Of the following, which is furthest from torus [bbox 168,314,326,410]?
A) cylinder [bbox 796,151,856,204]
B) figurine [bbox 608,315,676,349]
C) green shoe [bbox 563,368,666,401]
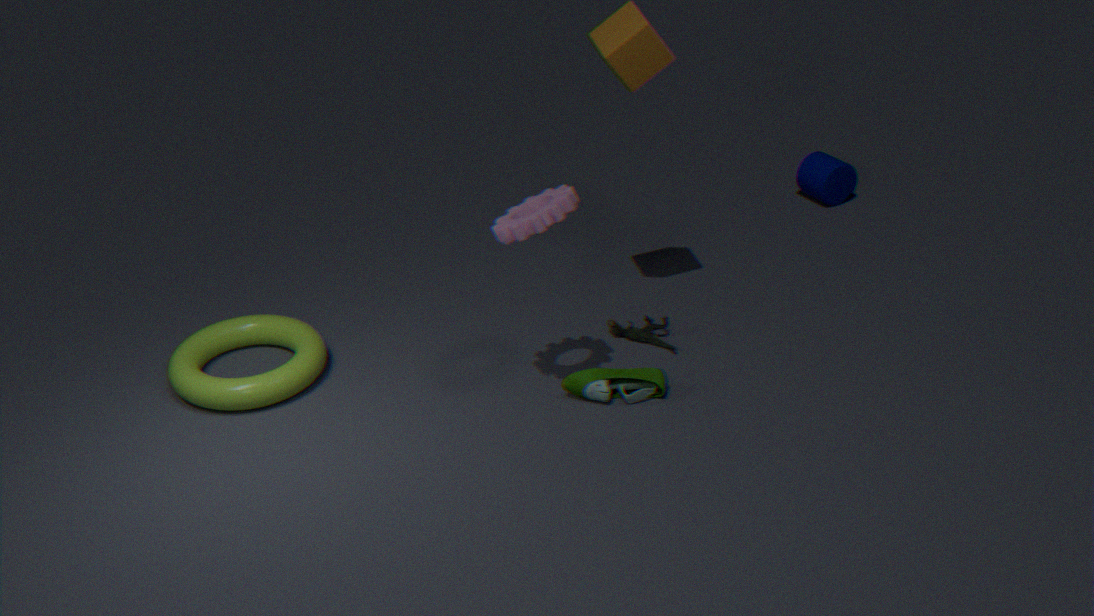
cylinder [bbox 796,151,856,204]
